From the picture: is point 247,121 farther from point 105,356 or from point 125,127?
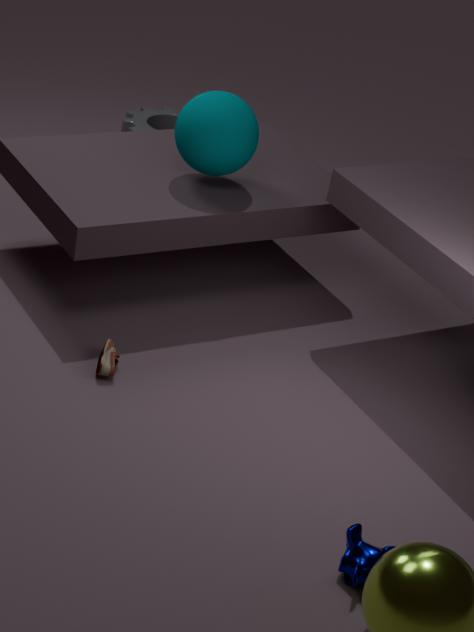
point 125,127
